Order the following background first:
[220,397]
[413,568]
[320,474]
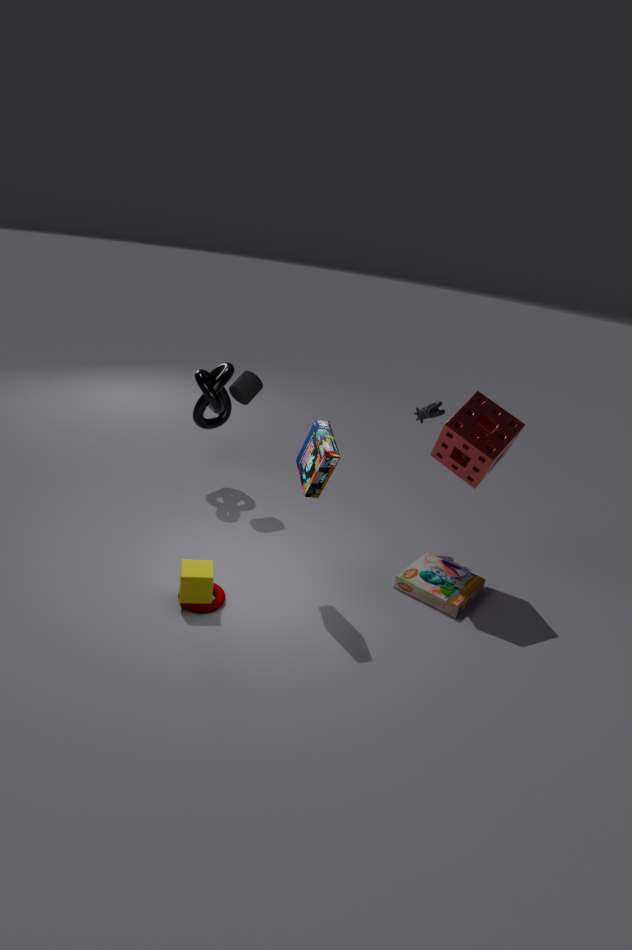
[220,397], [413,568], [320,474]
